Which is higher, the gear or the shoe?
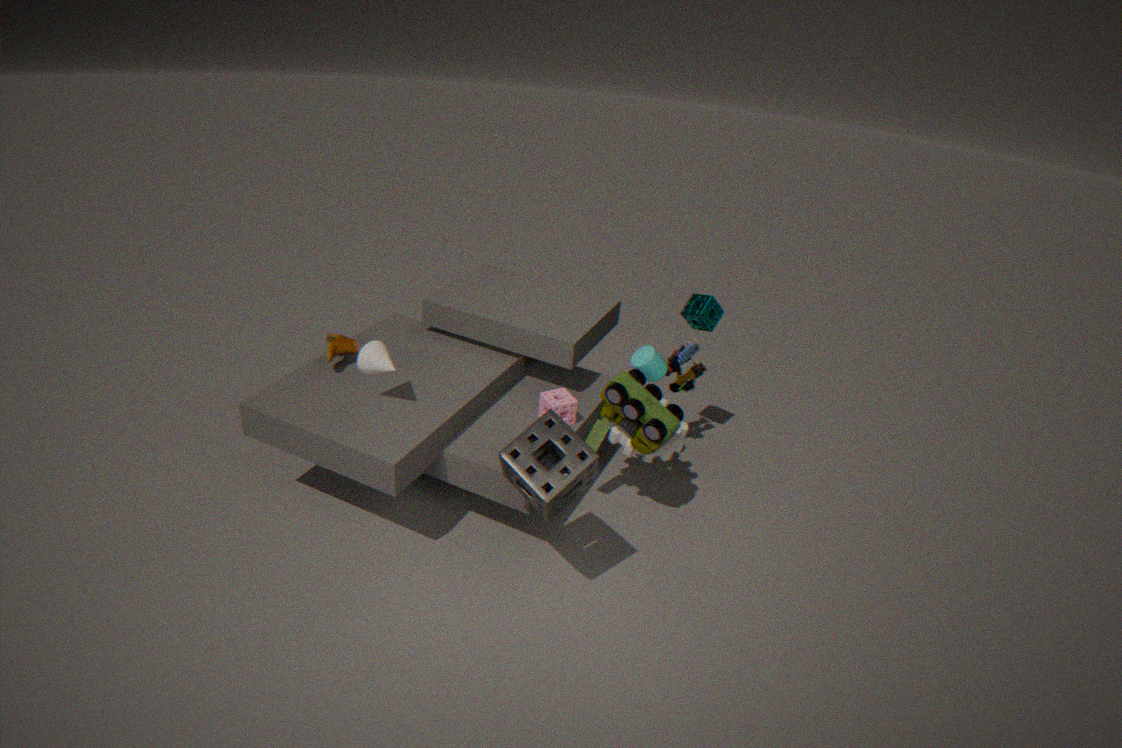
the shoe
